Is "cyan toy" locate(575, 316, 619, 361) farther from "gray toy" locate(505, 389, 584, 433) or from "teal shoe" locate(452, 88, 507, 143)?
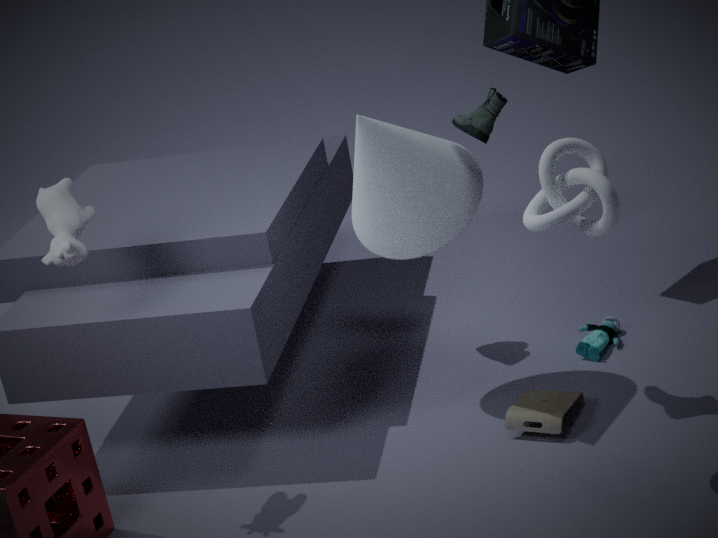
"teal shoe" locate(452, 88, 507, 143)
